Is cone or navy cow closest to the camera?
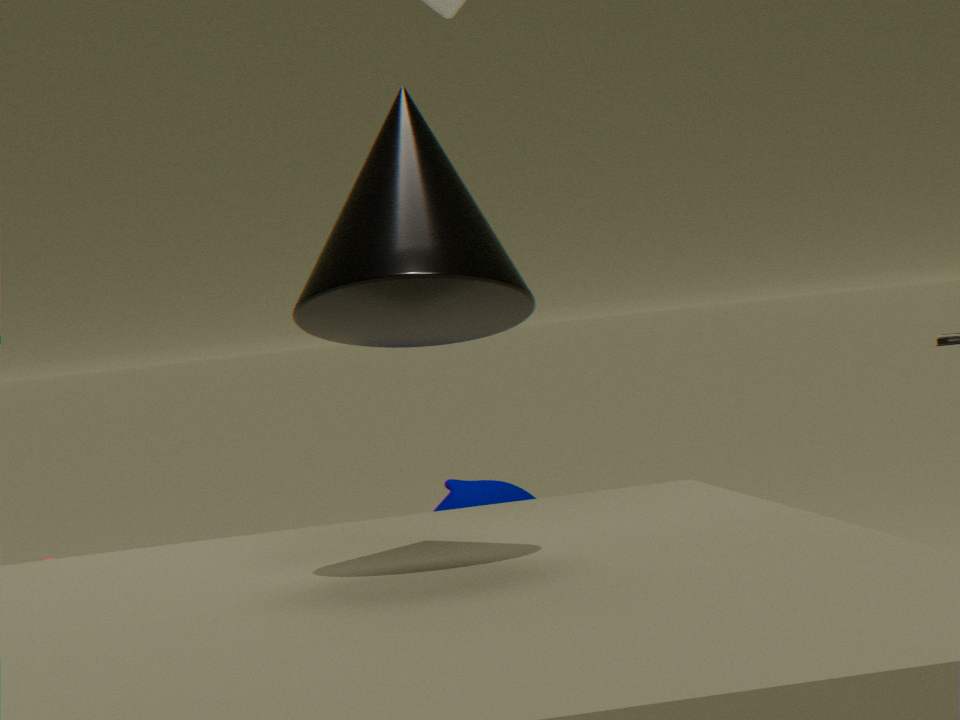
cone
